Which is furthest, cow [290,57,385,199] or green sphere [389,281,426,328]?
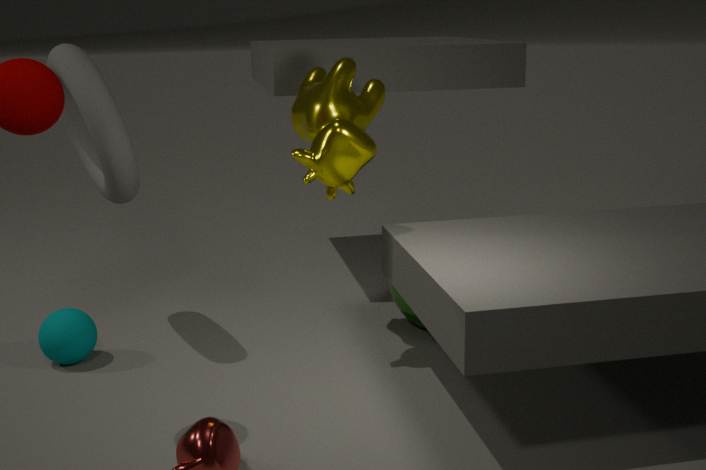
green sphere [389,281,426,328]
